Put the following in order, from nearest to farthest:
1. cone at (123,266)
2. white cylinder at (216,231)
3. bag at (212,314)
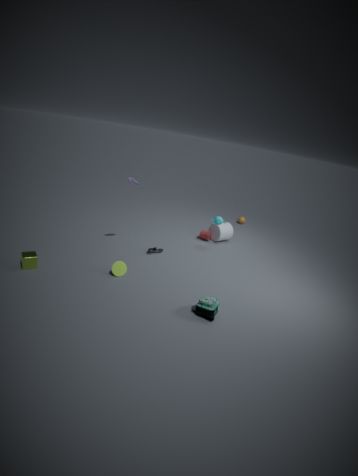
bag at (212,314)
cone at (123,266)
white cylinder at (216,231)
